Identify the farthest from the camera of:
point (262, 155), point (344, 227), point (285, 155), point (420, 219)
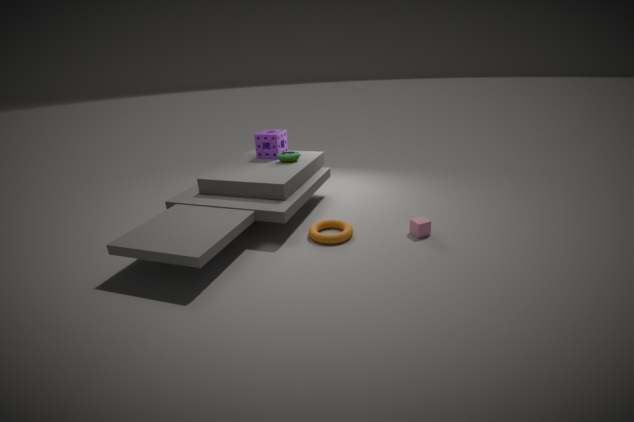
point (262, 155)
